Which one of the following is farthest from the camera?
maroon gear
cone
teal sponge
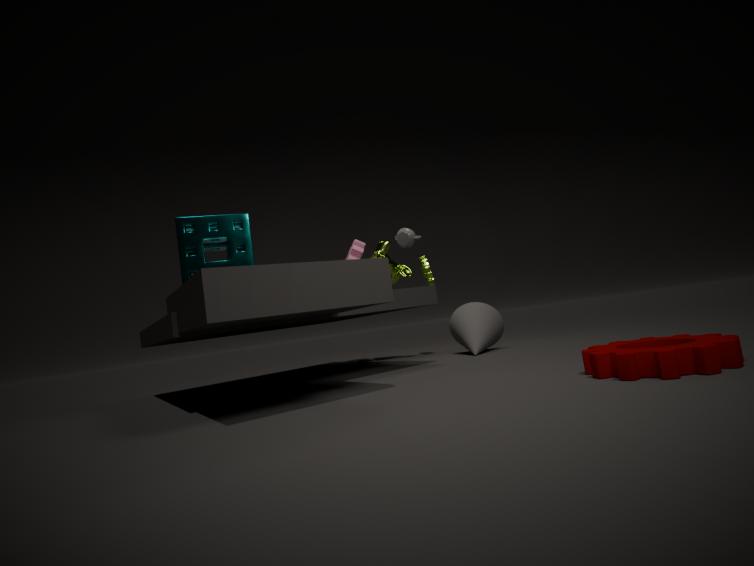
cone
